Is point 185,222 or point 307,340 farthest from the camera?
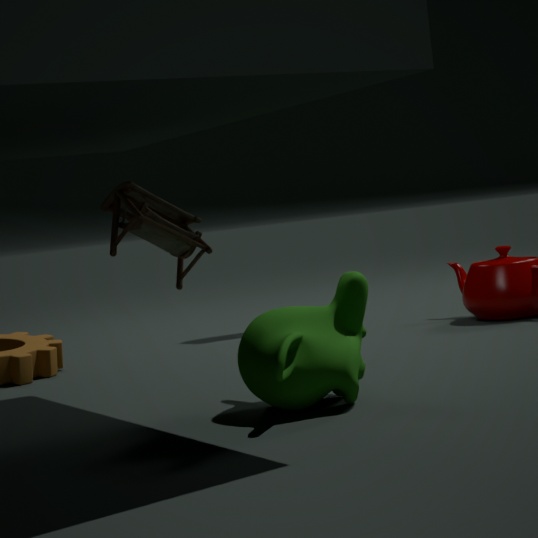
point 185,222
